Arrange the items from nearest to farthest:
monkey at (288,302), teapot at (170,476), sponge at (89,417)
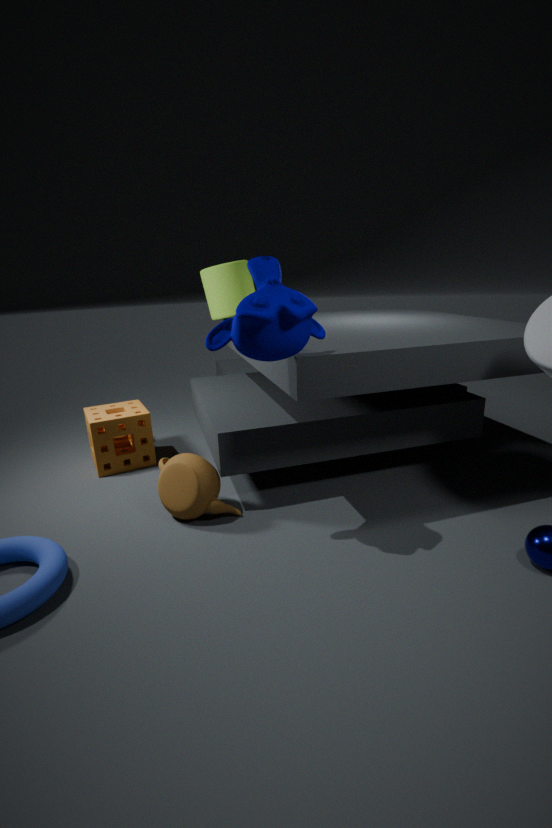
monkey at (288,302), teapot at (170,476), sponge at (89,417)
